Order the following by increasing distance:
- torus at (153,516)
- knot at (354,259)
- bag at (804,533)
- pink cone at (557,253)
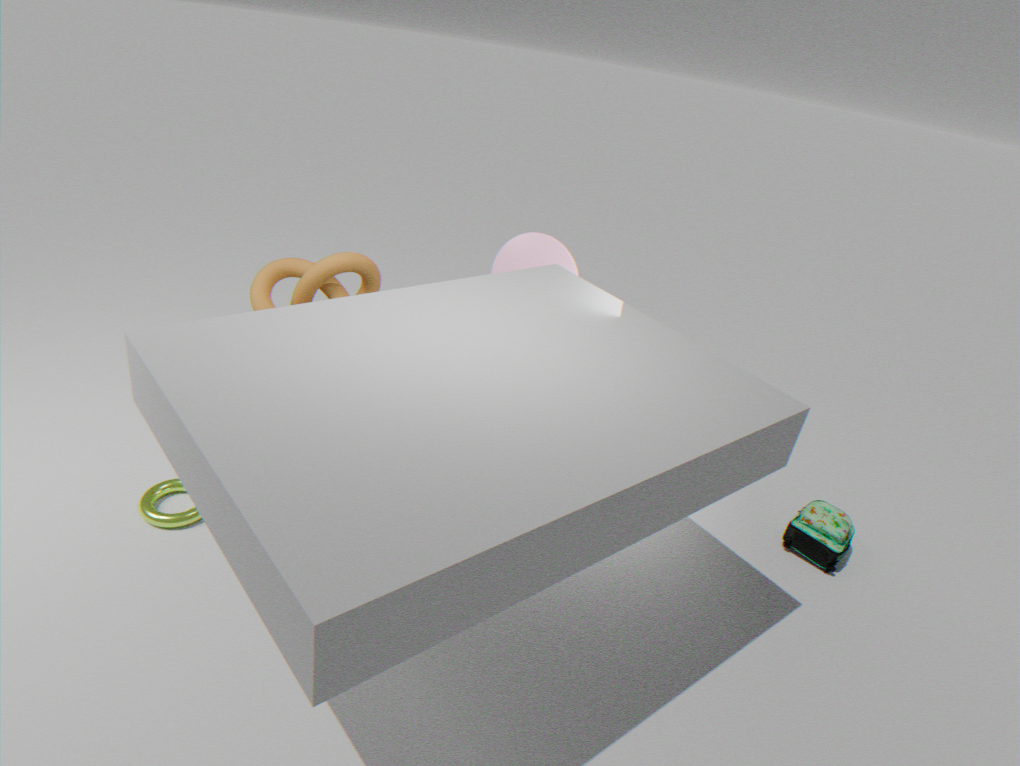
1. torus at (153,516)
2. knot at (354,259)
3. bag at (804,533)
4. pink cone at (557,253)
